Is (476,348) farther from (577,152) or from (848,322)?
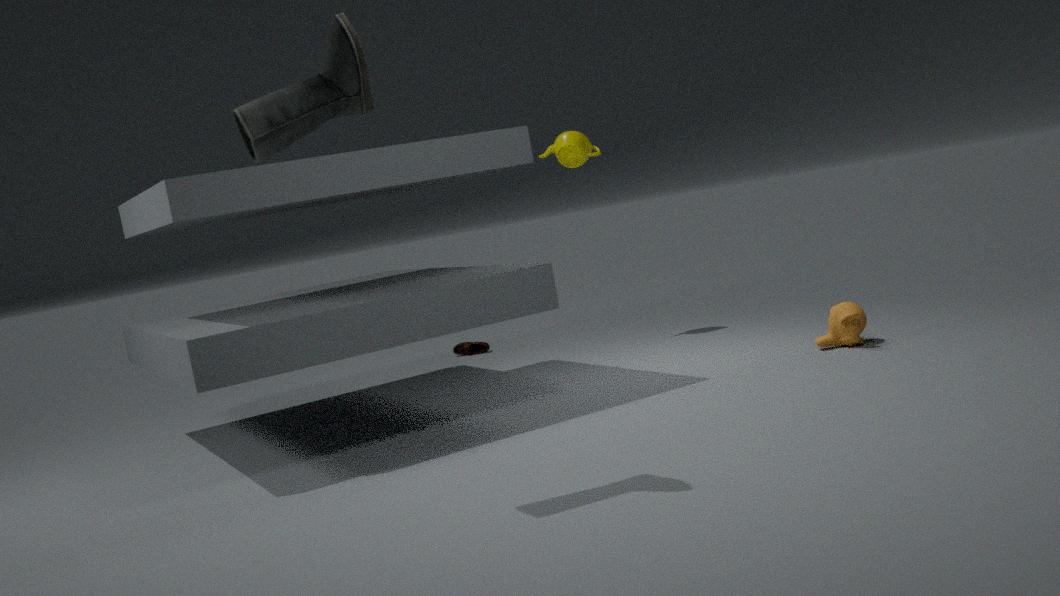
(848,322)
